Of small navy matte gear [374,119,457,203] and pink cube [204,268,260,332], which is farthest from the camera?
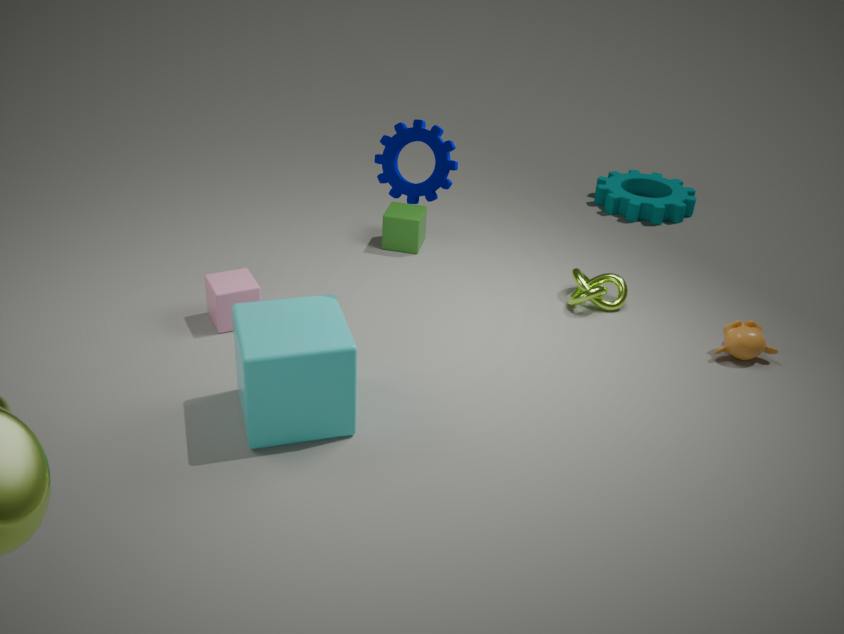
pink cube [204,268,260,332]
